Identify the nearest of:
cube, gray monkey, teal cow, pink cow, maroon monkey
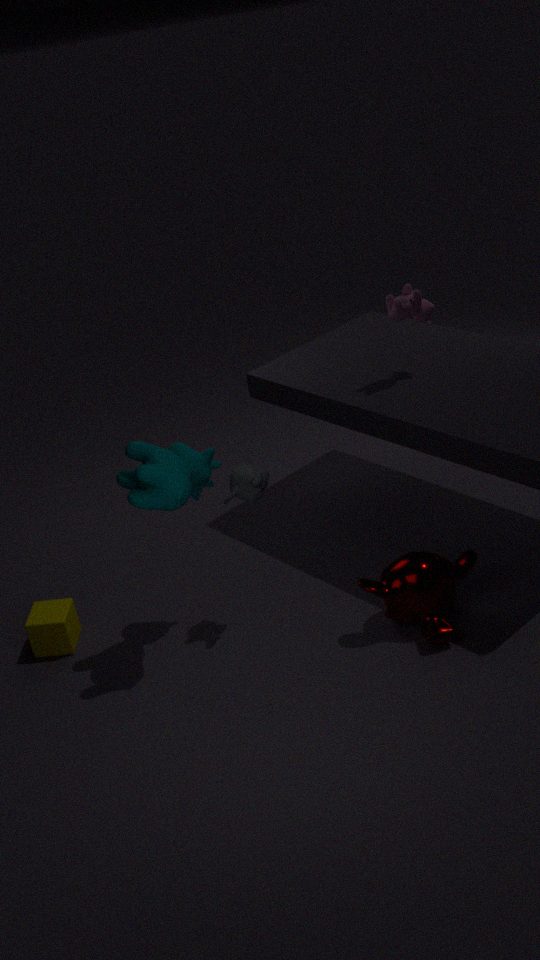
teal cow
